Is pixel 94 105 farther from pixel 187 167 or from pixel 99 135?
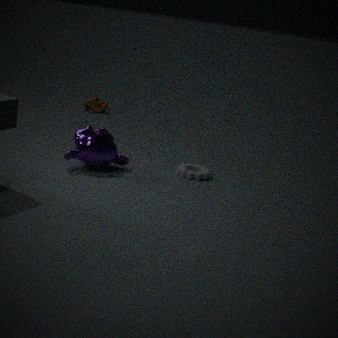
pixel 187 167
